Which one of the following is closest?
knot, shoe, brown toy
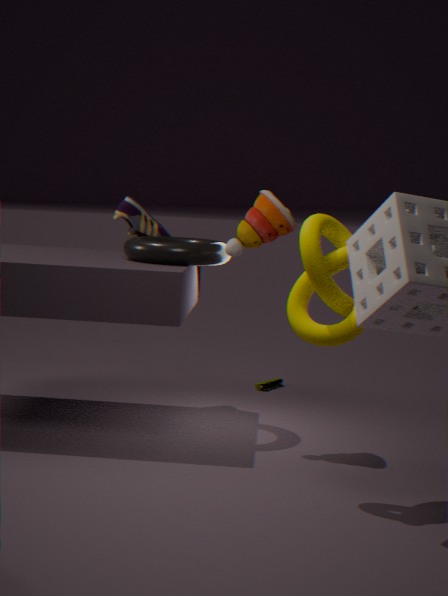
knot
